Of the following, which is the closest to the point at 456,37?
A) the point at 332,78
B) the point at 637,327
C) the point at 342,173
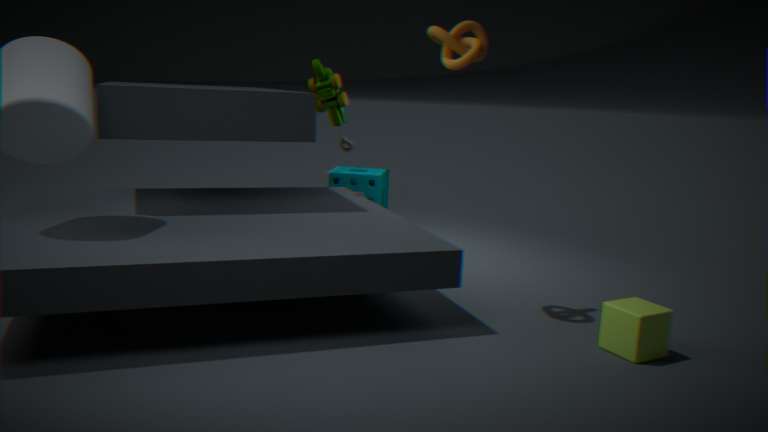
the point at 332,78
